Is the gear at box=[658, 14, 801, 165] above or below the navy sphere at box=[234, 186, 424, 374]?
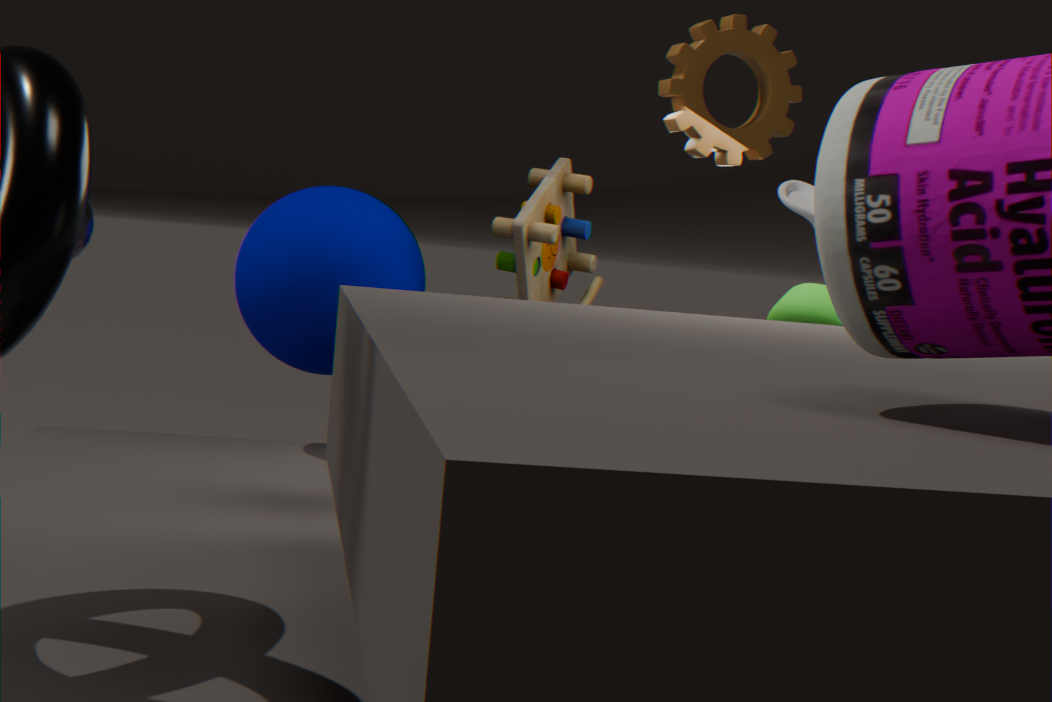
above
